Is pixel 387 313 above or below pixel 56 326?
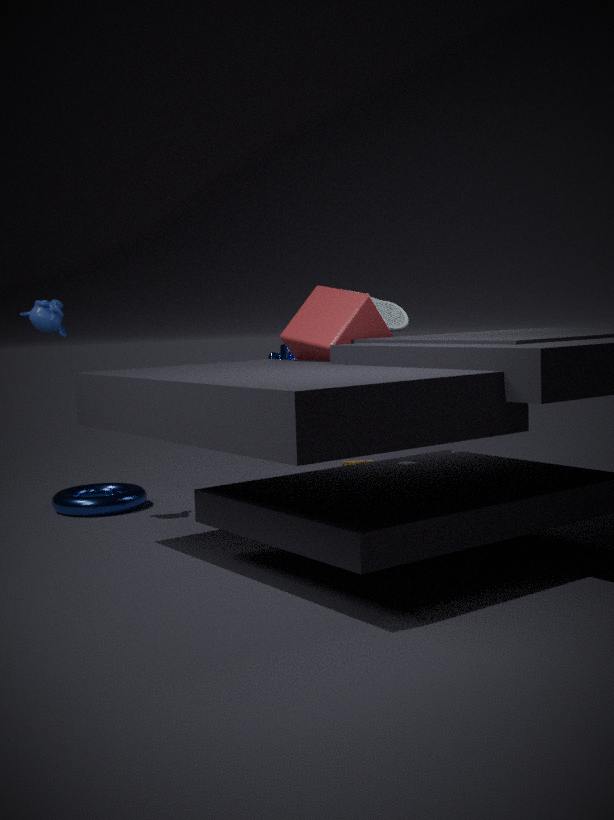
below
